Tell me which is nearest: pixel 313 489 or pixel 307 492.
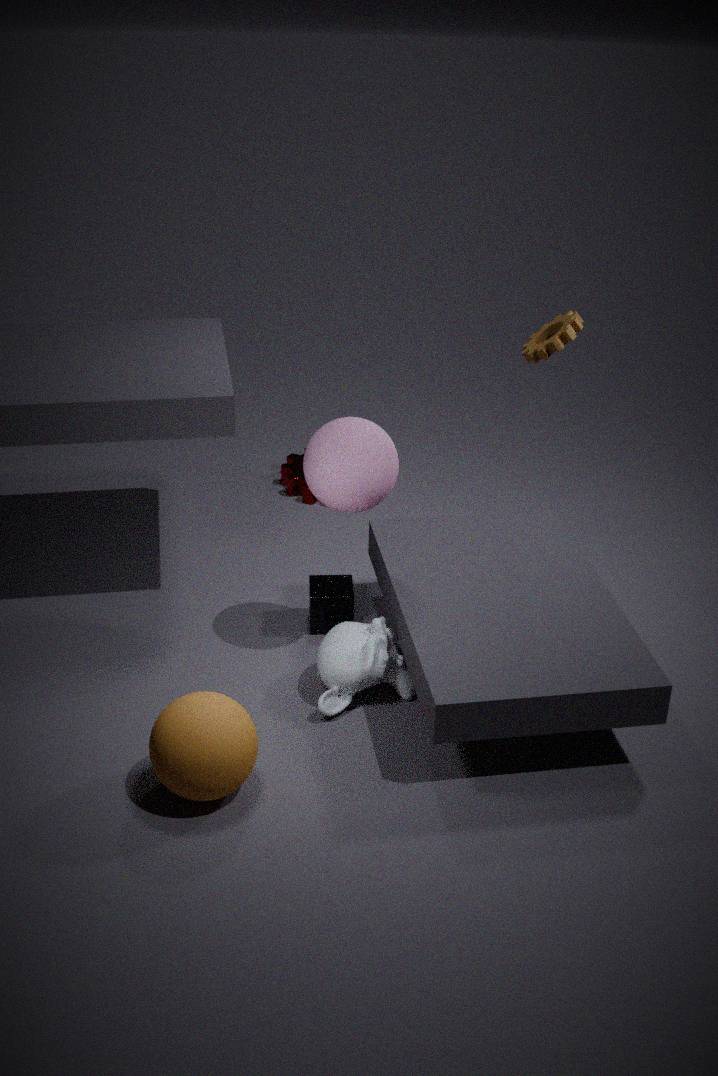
pixel 313 489
